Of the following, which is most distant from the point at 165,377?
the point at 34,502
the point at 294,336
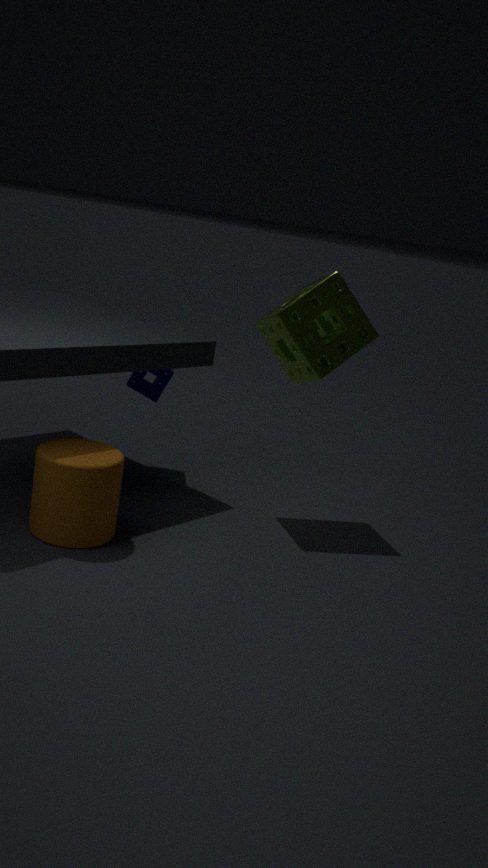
the point at 34,502
